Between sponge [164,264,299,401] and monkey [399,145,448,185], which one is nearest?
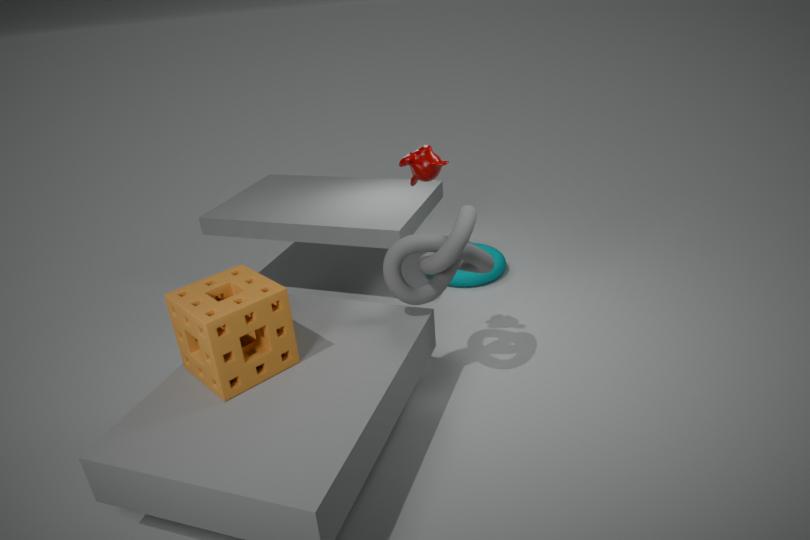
sponge [164,264,299,401]
